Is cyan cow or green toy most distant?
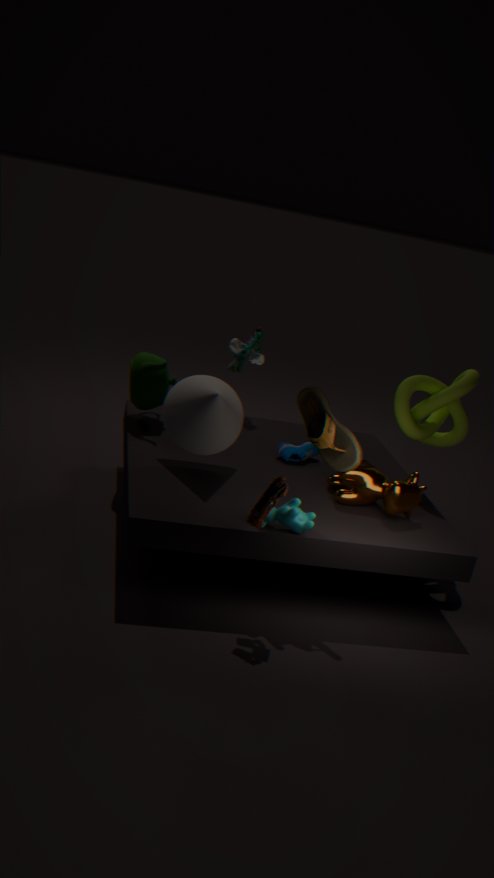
green toy
